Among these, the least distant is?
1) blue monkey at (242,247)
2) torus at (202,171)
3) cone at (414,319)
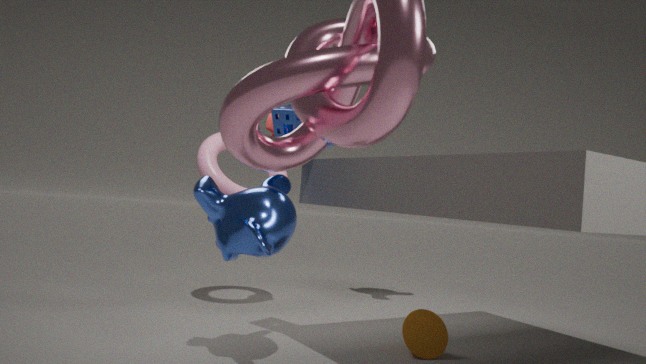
1. blue monkey at (242,247)
